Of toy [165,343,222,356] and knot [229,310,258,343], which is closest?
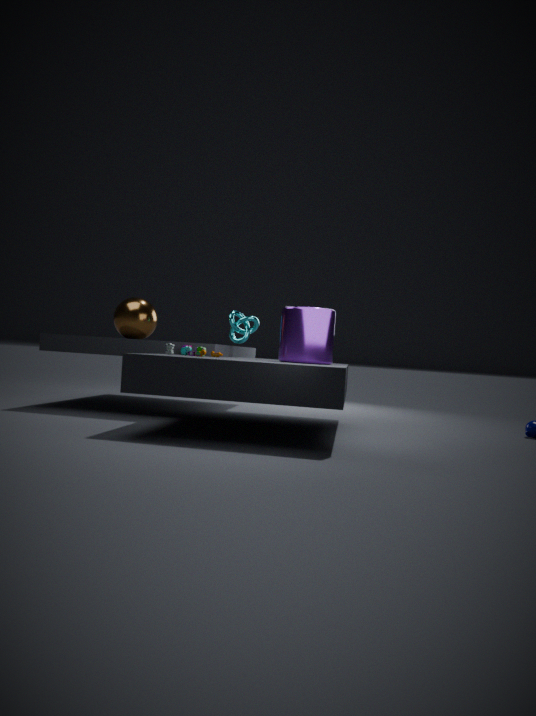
toy [165,343,222,356]
